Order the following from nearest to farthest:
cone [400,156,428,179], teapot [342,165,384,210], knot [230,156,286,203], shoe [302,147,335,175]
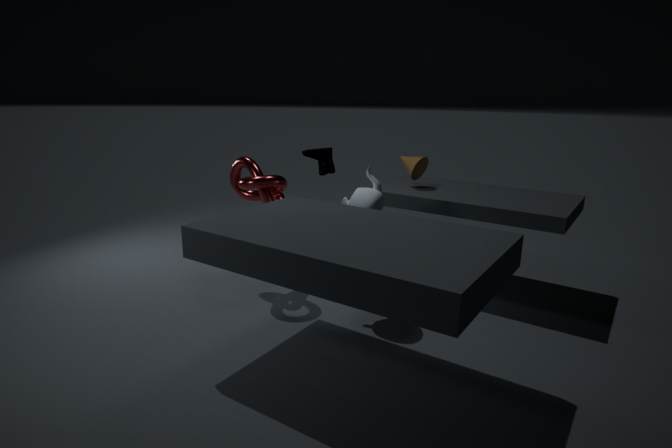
teapot [342,165,384,210], knot [230,156,286,203], shoe [302,147,335,175], cone [400,156,428,179]
